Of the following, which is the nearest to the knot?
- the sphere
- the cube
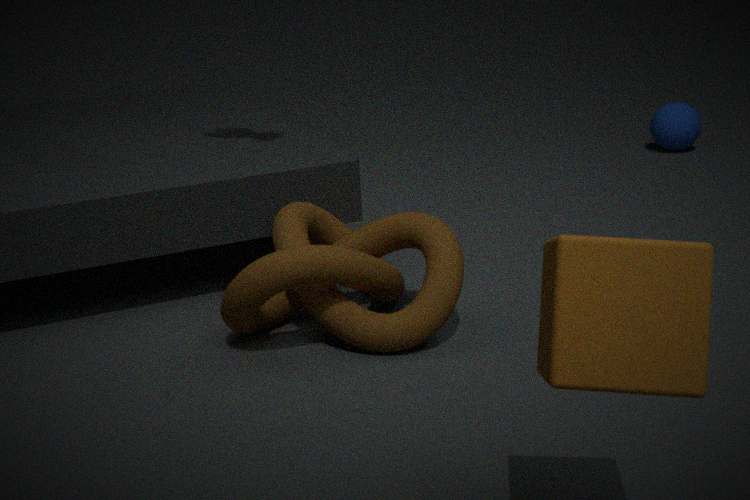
the cube
